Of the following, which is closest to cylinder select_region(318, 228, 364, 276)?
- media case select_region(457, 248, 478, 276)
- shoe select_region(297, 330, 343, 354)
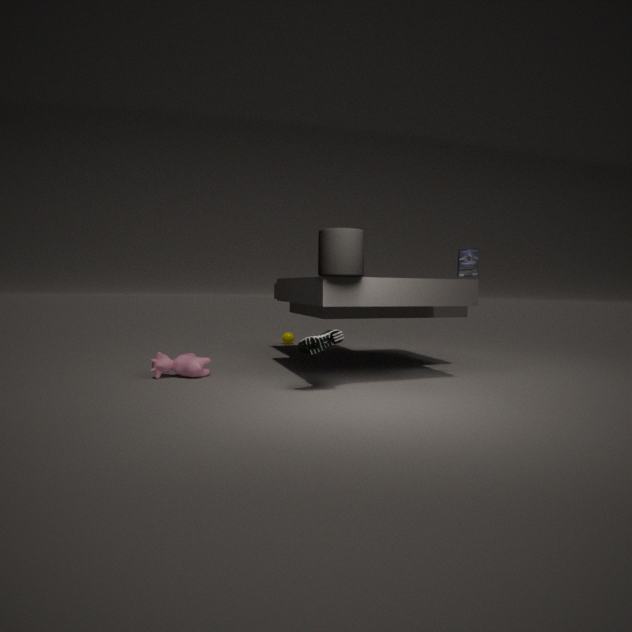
shoe select_region(297, 330, 343, 354)
